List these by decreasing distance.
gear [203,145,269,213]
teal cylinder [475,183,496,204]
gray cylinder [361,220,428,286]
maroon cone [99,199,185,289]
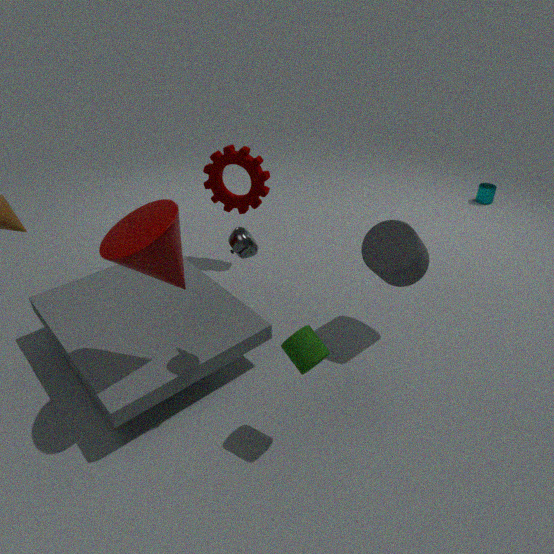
teal cylinder [475,183,496,204] < gear [203,145,269,213] < gray cylinder [361,220,428,286] < maroon cone [99,199,185,289]
